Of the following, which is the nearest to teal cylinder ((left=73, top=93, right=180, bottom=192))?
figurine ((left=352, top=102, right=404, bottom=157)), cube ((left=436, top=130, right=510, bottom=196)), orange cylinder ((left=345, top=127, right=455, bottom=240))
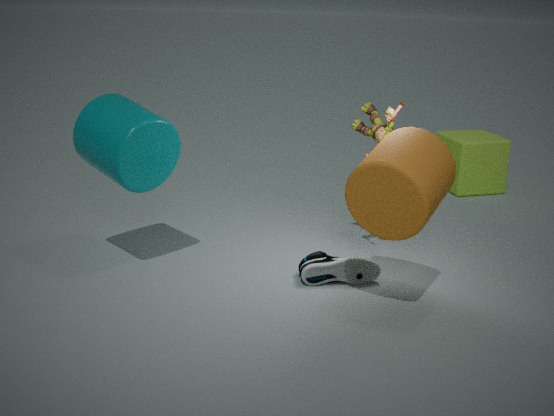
orange cylinder ((left=345, top=127, right=455, bottom=240))
